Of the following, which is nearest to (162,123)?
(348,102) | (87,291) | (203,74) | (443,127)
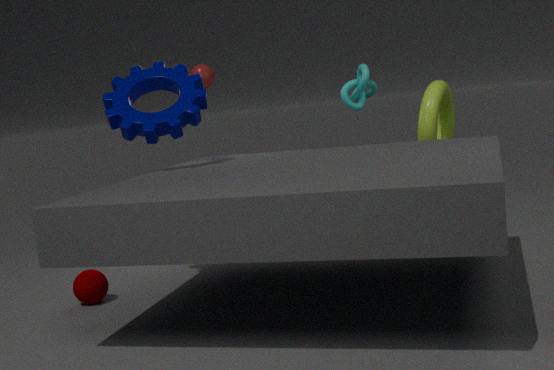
(87,291)
